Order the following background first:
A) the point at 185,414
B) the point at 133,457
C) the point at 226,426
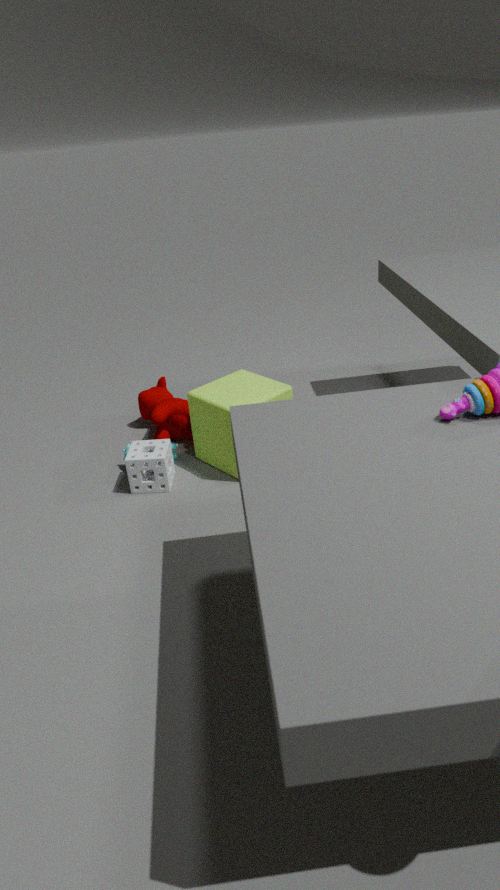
the point at 185,414
the point at 133,457
the point at 226,426
